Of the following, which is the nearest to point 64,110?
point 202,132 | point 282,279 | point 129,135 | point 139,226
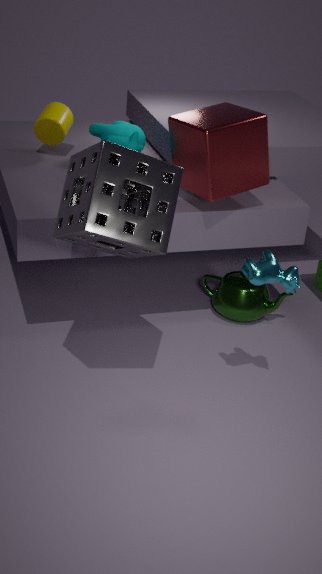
point 129,135
